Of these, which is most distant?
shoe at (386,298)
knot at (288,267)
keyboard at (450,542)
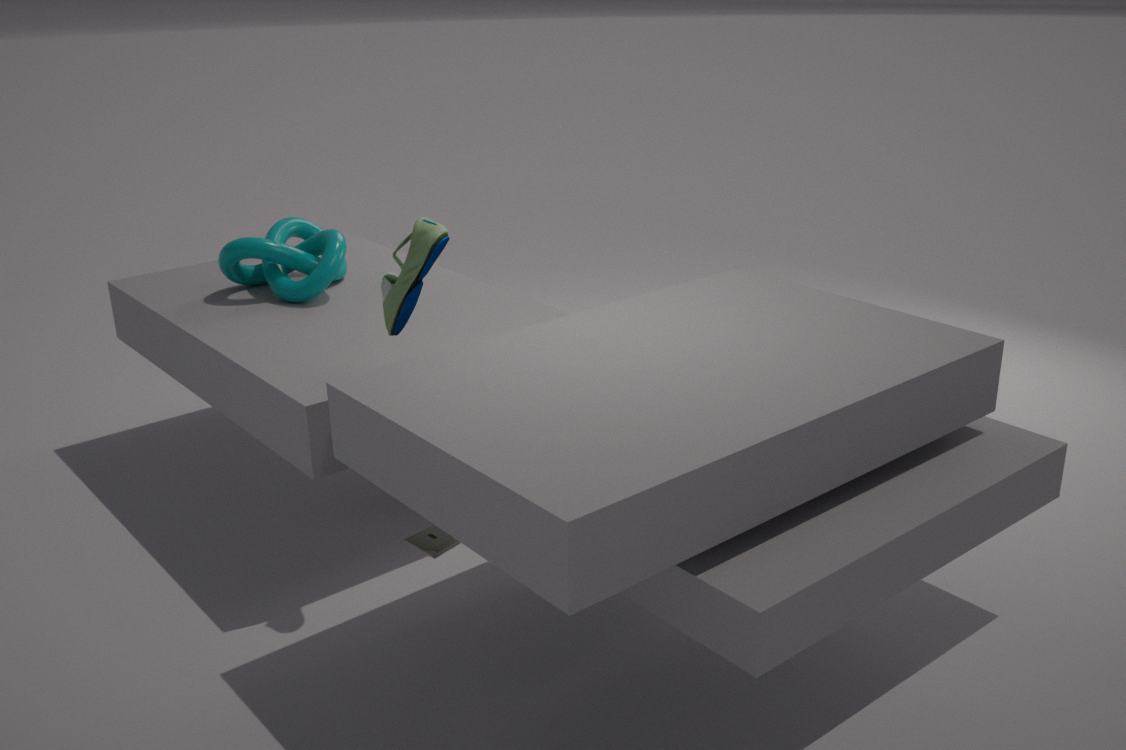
knot at (288,267)
